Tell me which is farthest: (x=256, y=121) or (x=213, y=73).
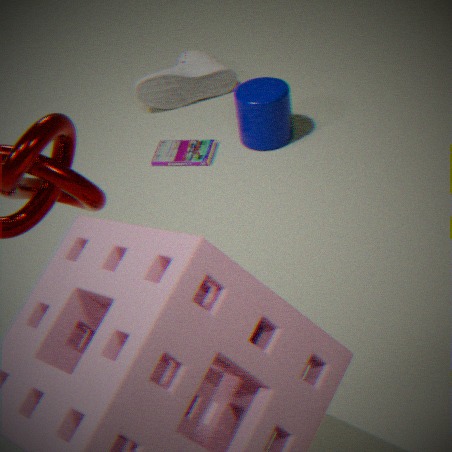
(x=213, y=73)
